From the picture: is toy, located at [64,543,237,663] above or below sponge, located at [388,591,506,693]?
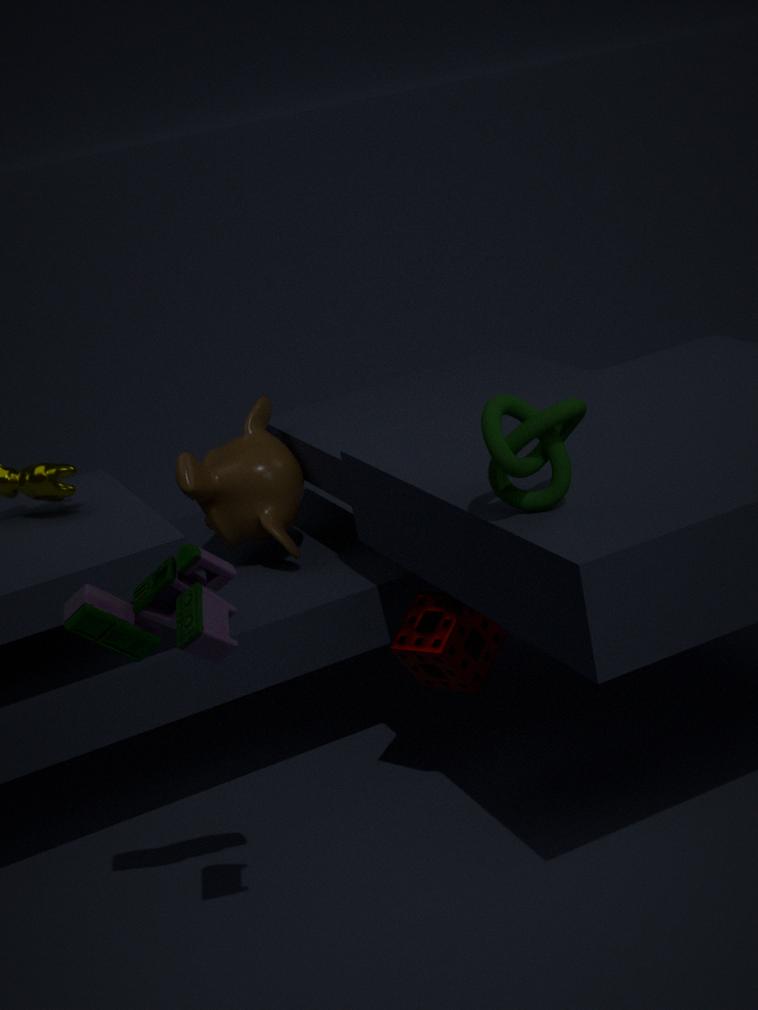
above
